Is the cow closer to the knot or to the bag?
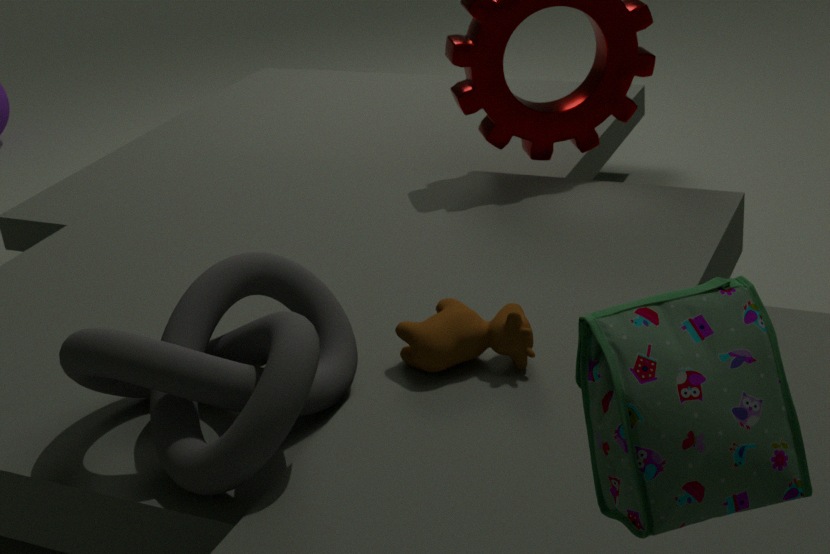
the knot
